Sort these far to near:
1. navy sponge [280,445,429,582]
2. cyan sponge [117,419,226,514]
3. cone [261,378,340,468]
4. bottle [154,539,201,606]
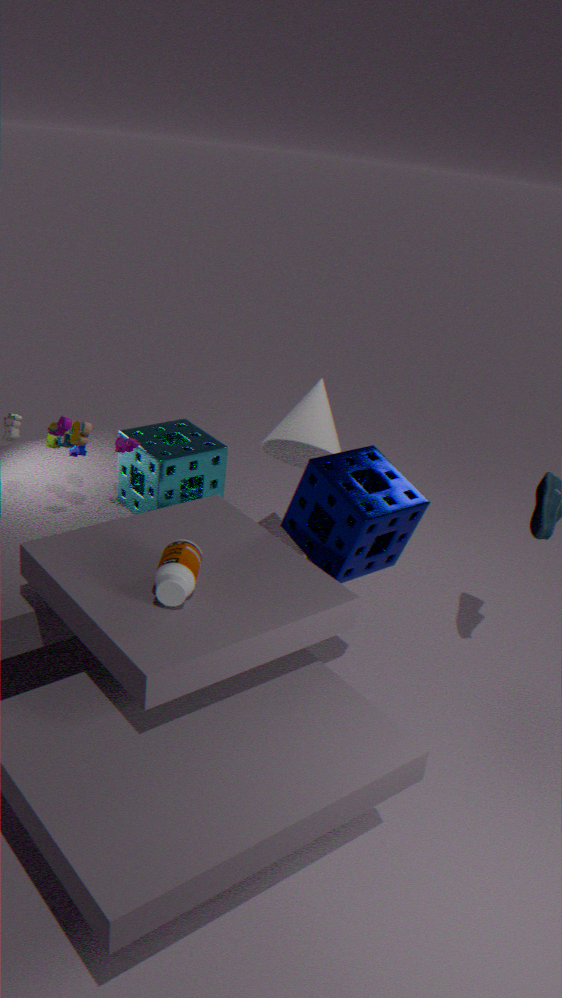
cone [261,378,340,468] → cyan sponge [117,419,226,514] → navy sponge [280,445,429,582] → bottle [154,539,201,606]
